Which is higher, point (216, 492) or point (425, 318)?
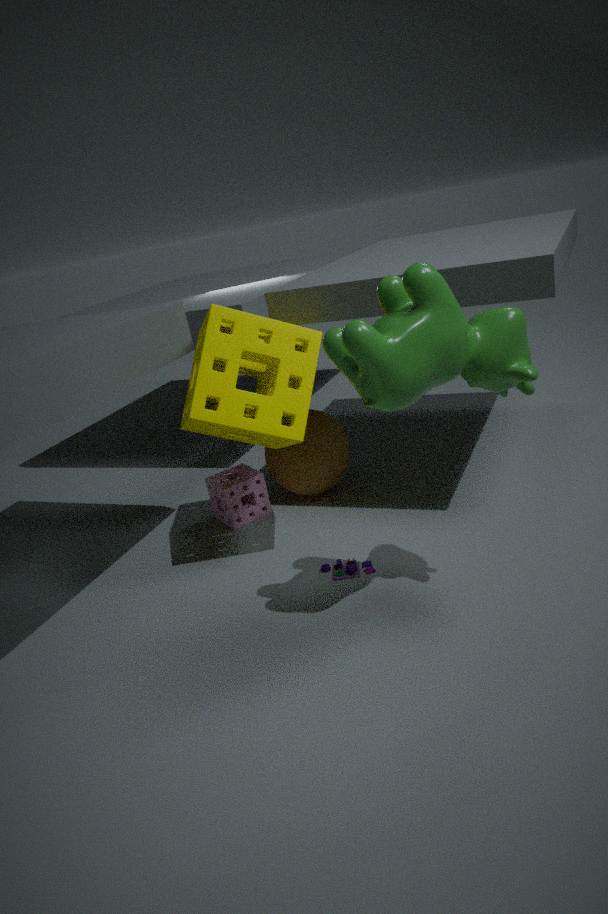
point (425, 318)
